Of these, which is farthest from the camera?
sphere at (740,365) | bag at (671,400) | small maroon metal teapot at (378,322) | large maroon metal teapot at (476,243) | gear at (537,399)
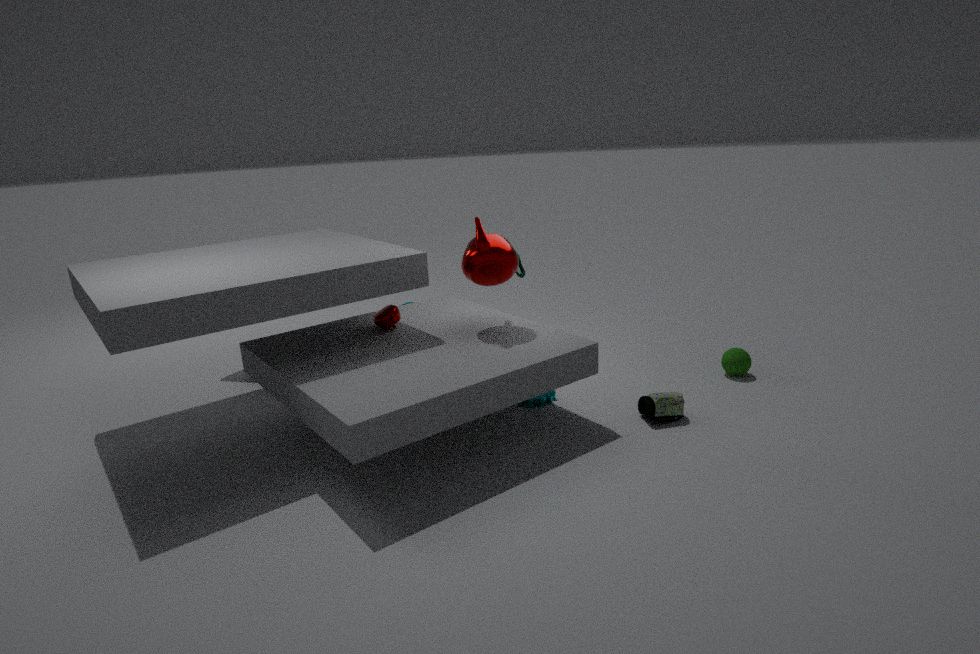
sphere at (740,365)
